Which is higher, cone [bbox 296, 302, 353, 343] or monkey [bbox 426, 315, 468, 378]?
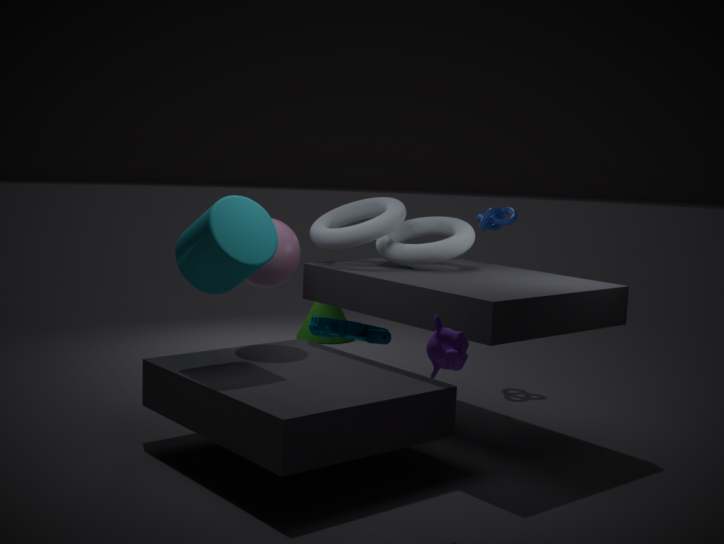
monkey [bbox 426, 315, 468, 378]
